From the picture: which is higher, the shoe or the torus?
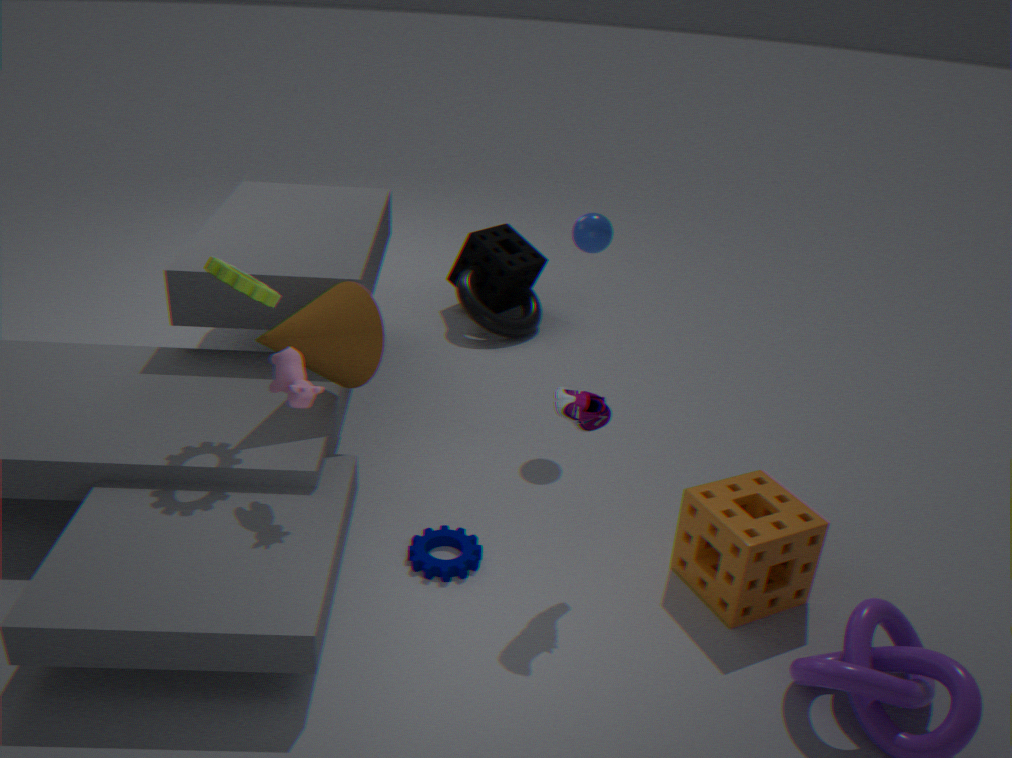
the shoe
